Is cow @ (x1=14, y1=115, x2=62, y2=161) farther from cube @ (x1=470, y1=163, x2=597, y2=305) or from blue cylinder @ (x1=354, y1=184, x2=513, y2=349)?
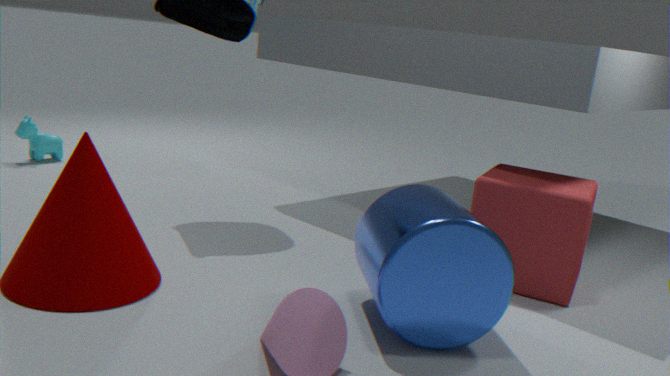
cube @ (x1=470, y1=163, x2=597, y2=305)
